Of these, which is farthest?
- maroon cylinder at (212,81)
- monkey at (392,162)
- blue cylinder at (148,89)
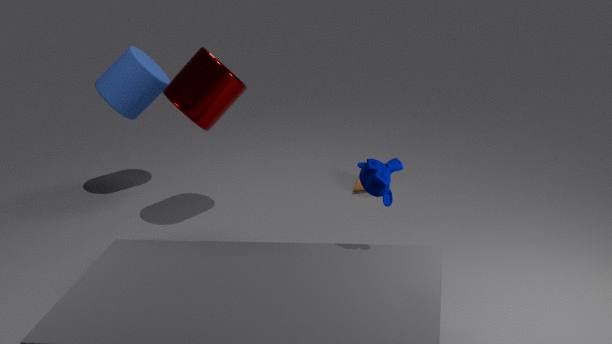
blue cylinder at (148,89)
